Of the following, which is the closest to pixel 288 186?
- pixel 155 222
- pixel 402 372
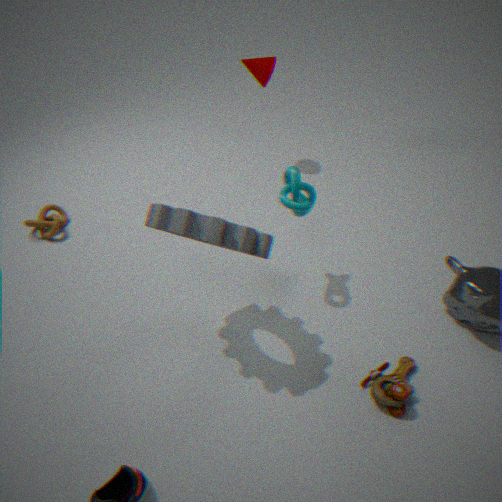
pixel 155 222
